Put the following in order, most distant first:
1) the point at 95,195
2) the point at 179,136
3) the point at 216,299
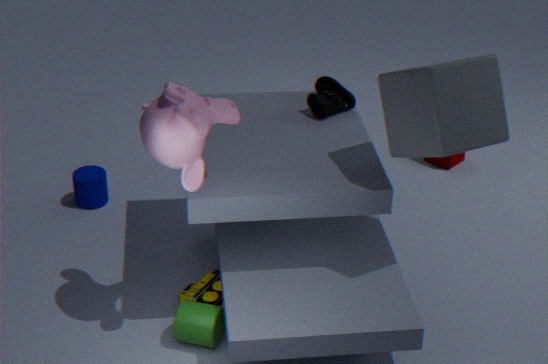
1. the point at 95,195 < 3. the point at 216,299 < 2. the point at 179,136
